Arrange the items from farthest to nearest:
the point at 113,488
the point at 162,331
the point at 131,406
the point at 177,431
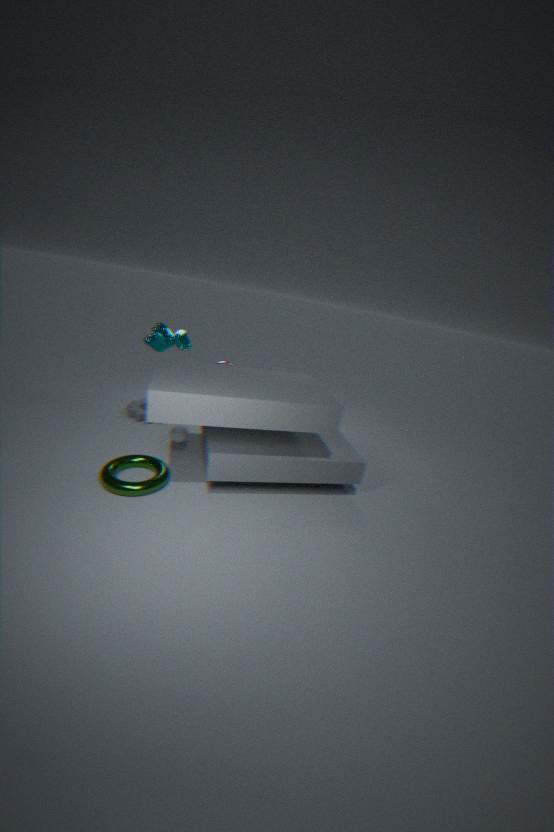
the point at 131,406 < the point at 162,331 < the point at 177,431 < the point at 113,488
